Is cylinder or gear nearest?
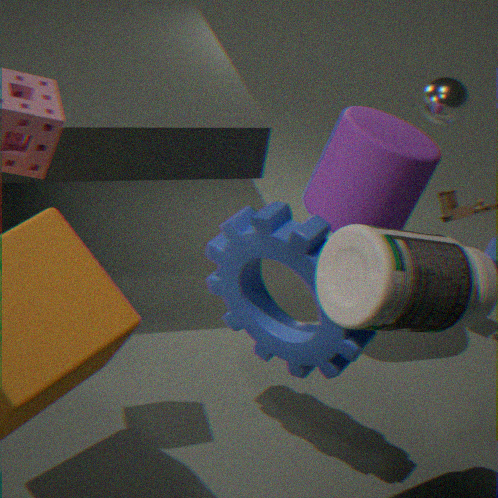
gear
